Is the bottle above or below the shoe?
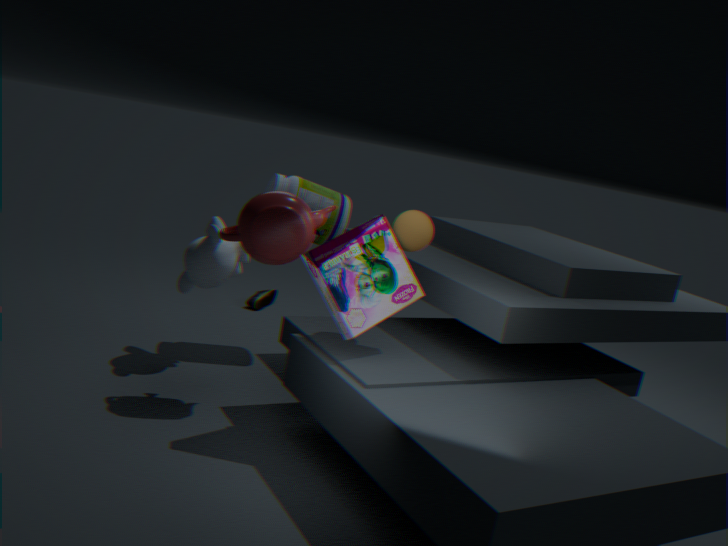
above
